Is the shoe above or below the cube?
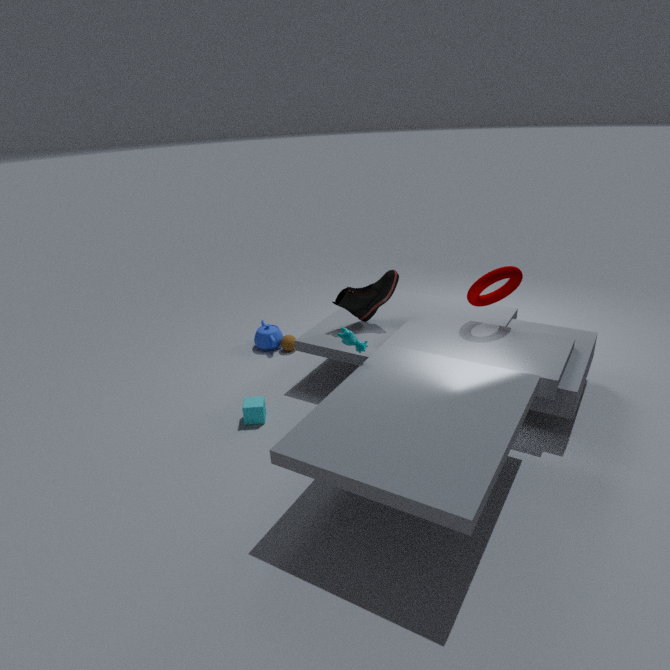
above
